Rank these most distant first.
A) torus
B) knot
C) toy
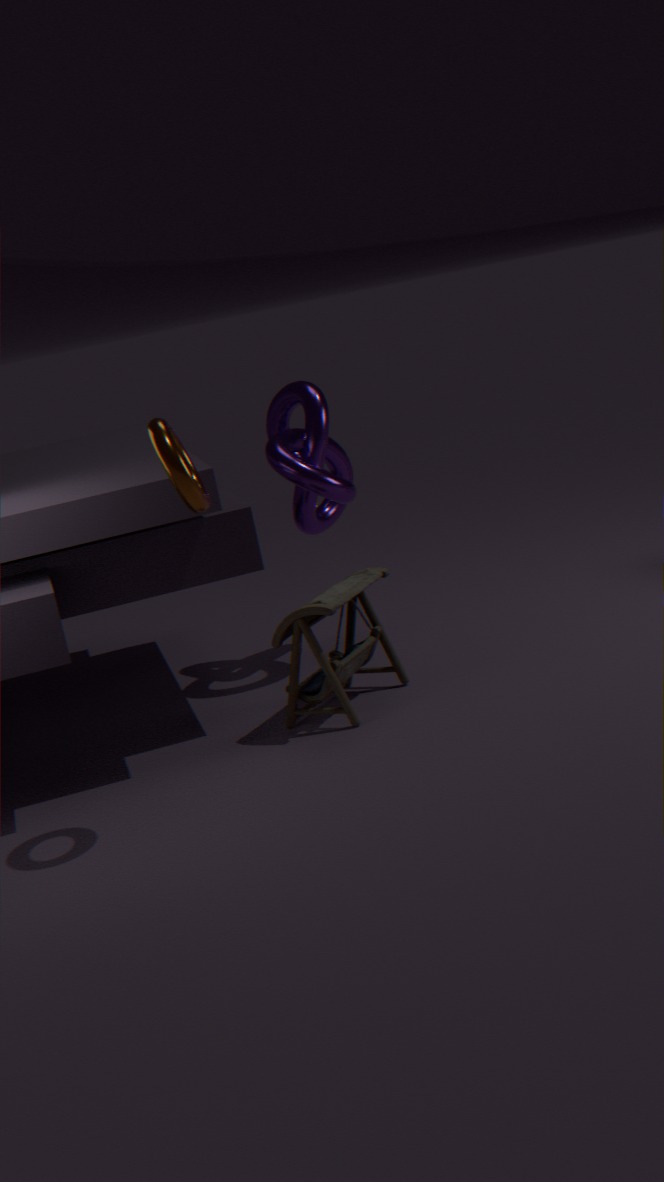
knot, toy, torus
